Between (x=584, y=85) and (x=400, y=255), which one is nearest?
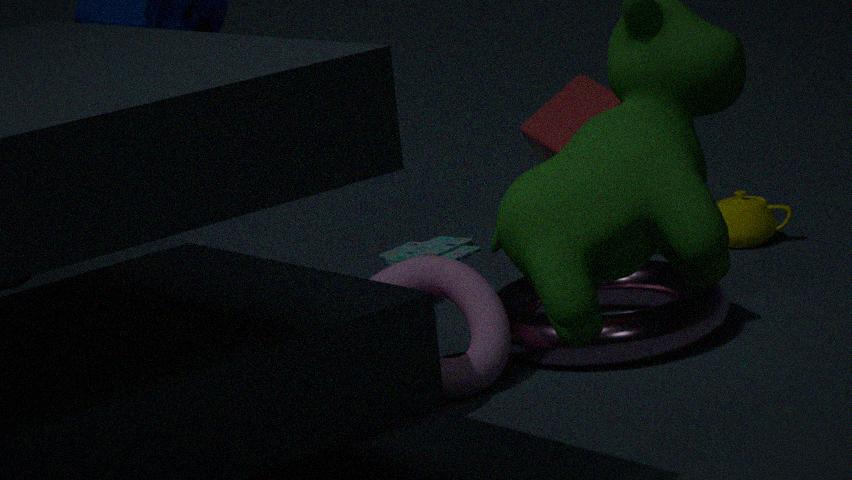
(x=584, y=85)
